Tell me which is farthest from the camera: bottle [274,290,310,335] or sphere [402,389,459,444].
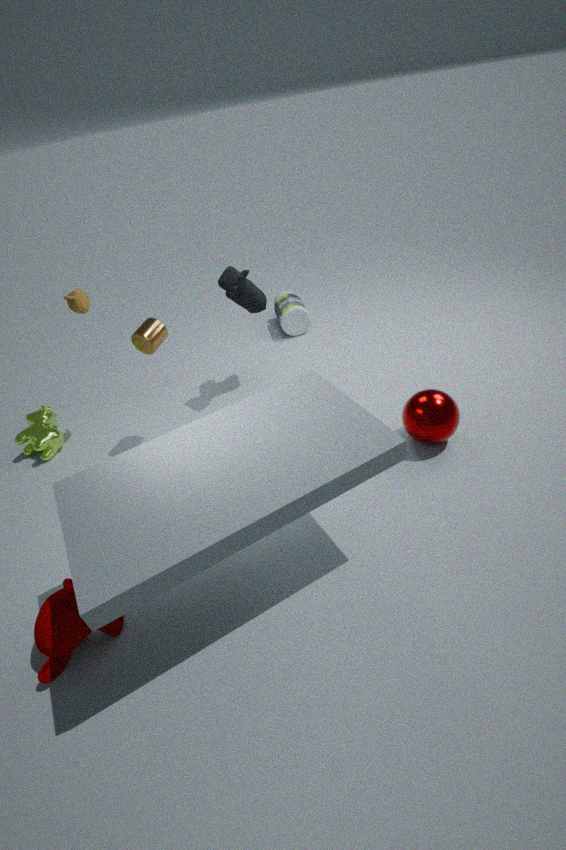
bottle [274,290,310,335]
